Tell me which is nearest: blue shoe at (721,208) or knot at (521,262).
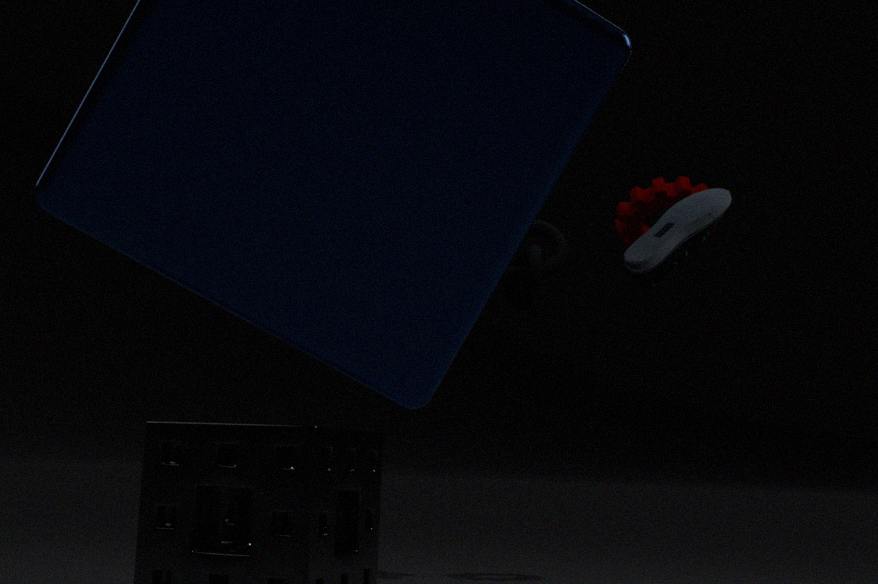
blue shoe at (721,208)
